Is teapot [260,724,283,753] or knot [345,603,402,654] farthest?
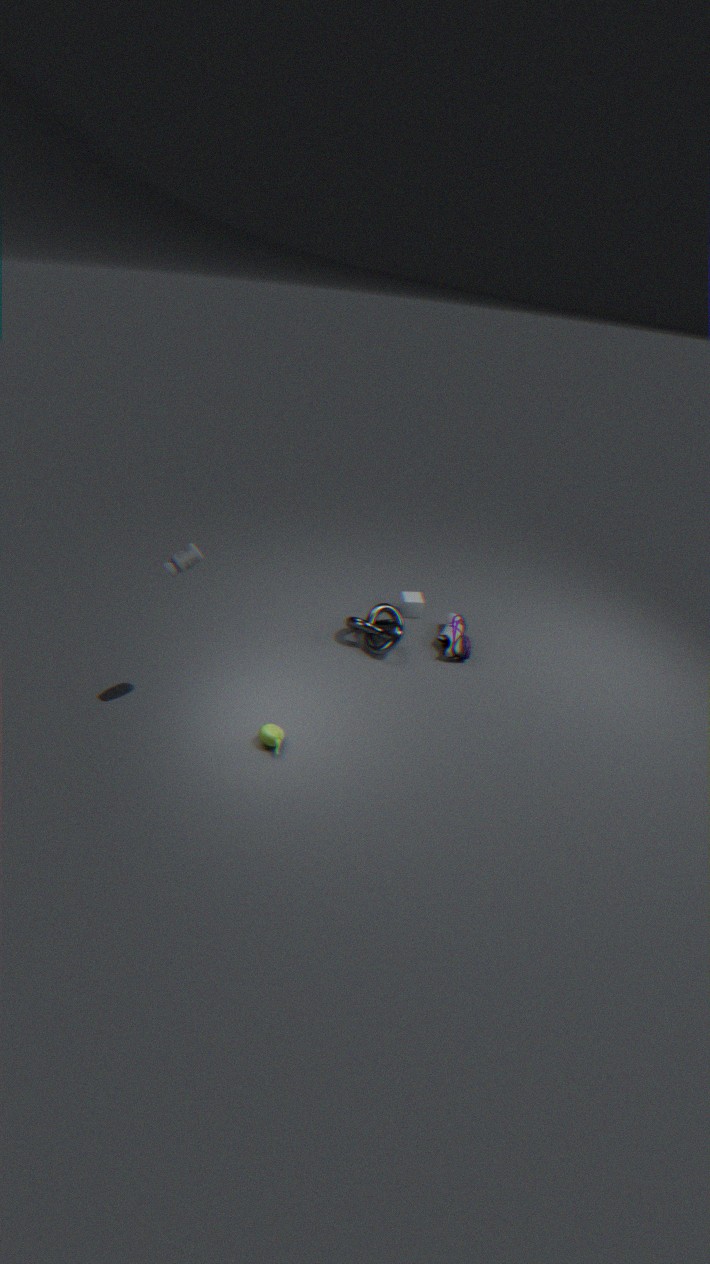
knot [345,603,402,654]
